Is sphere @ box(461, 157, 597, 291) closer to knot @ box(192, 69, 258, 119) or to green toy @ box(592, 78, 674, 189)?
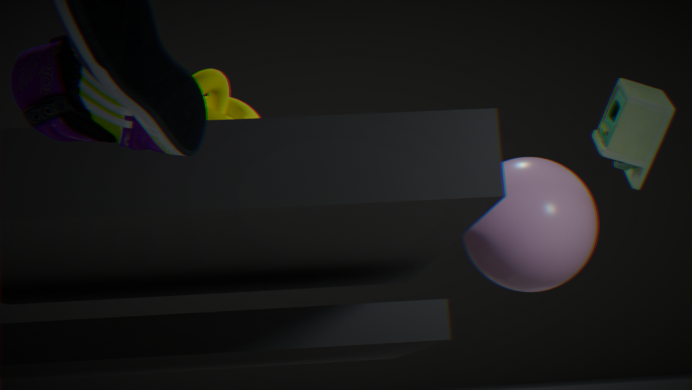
green toy @ box(592, 78, 674, 189)
